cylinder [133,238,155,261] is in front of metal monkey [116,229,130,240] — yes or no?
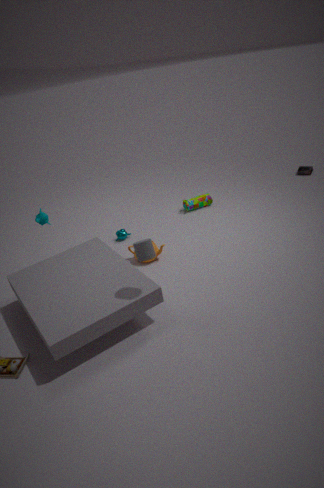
Yes
